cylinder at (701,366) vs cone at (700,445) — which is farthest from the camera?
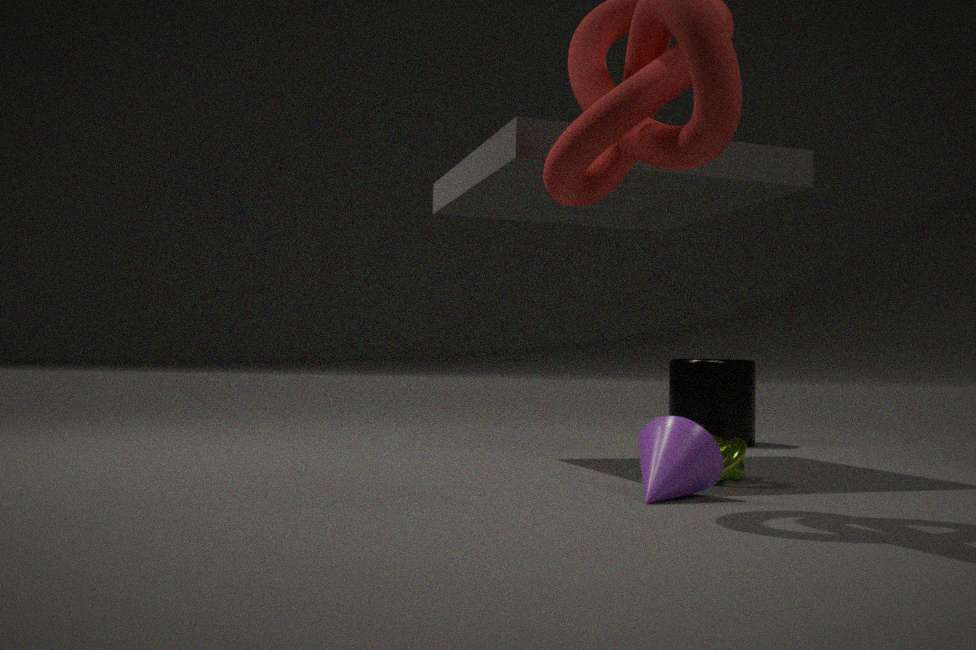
cylinder at (701,366)
